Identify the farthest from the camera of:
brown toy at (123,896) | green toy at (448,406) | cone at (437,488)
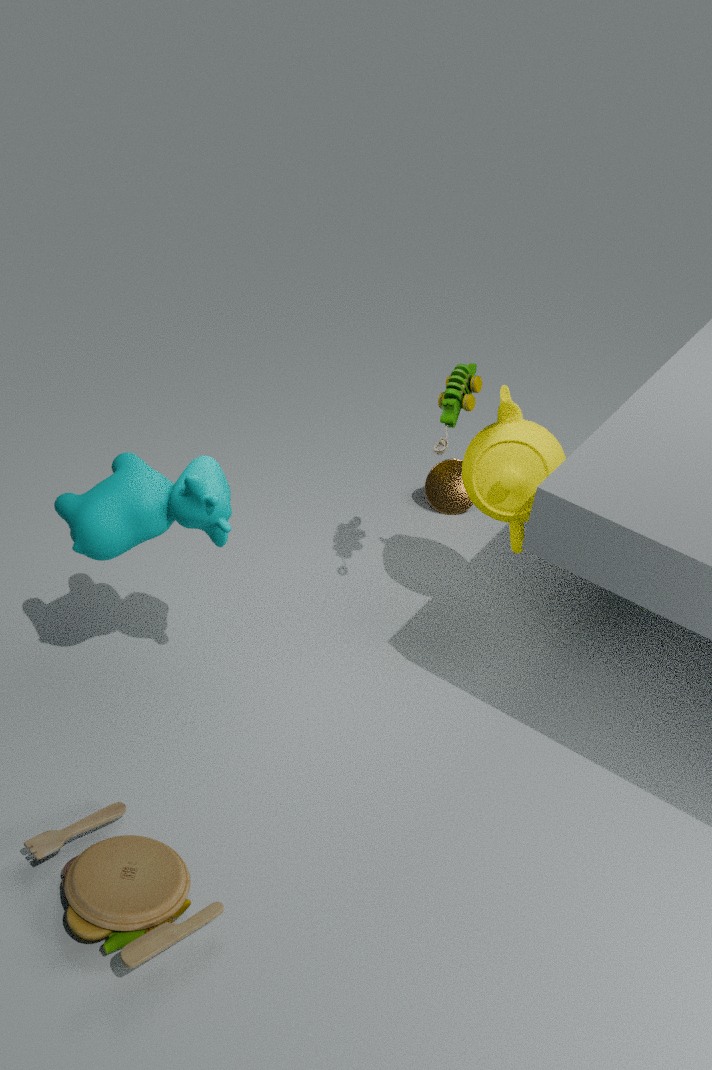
cone at (437,488)
